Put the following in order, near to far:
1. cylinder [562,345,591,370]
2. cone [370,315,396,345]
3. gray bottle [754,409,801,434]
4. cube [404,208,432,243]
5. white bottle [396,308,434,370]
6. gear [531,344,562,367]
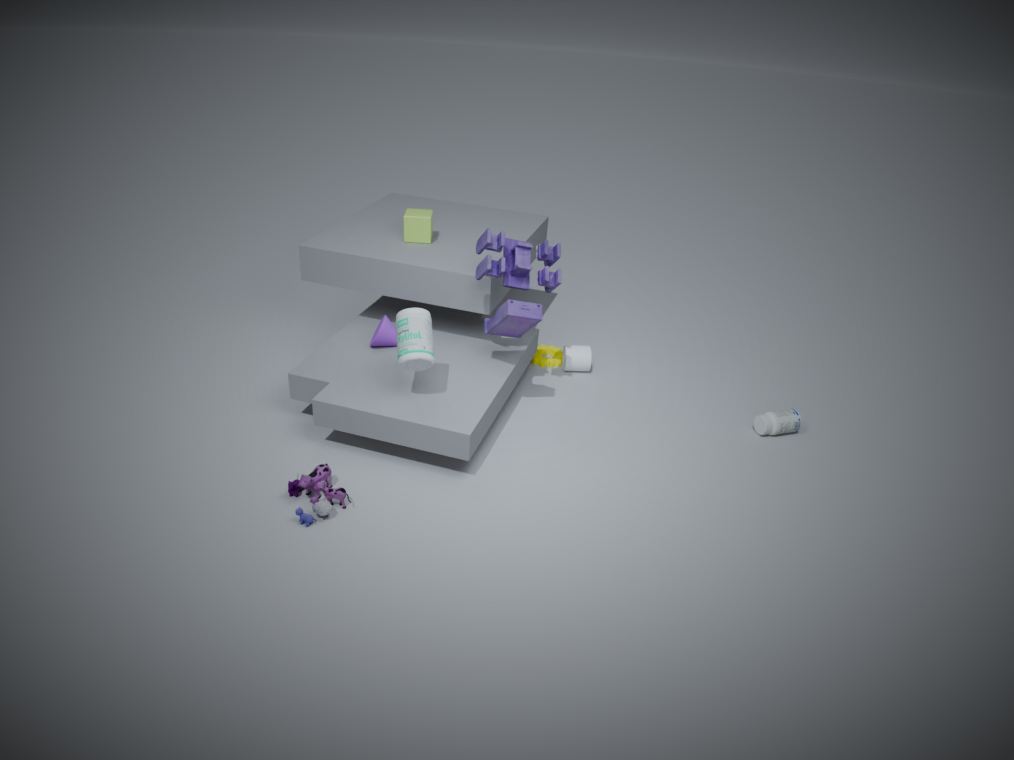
white bottle [396,308,434,370]
cone [370,315,396,345]
gray bottle [754,409,801,434]
cube [404,208,432,243]
cylinder [562,345,591,370]
gear [531,344,562,367]
